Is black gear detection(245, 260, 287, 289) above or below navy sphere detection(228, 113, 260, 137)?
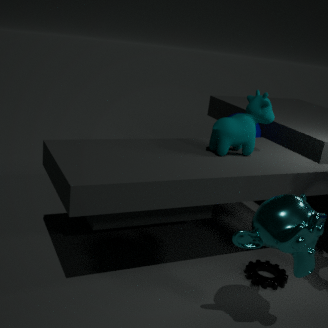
below
